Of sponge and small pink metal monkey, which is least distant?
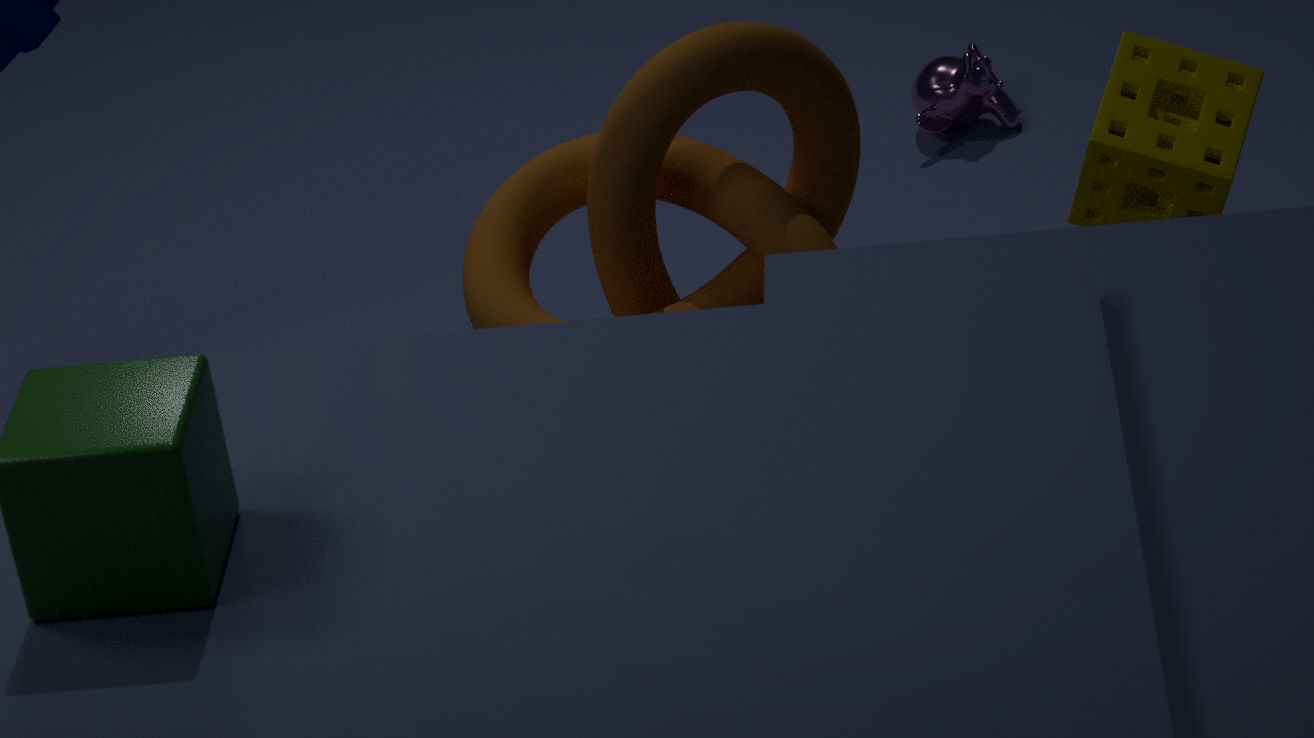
sponge
